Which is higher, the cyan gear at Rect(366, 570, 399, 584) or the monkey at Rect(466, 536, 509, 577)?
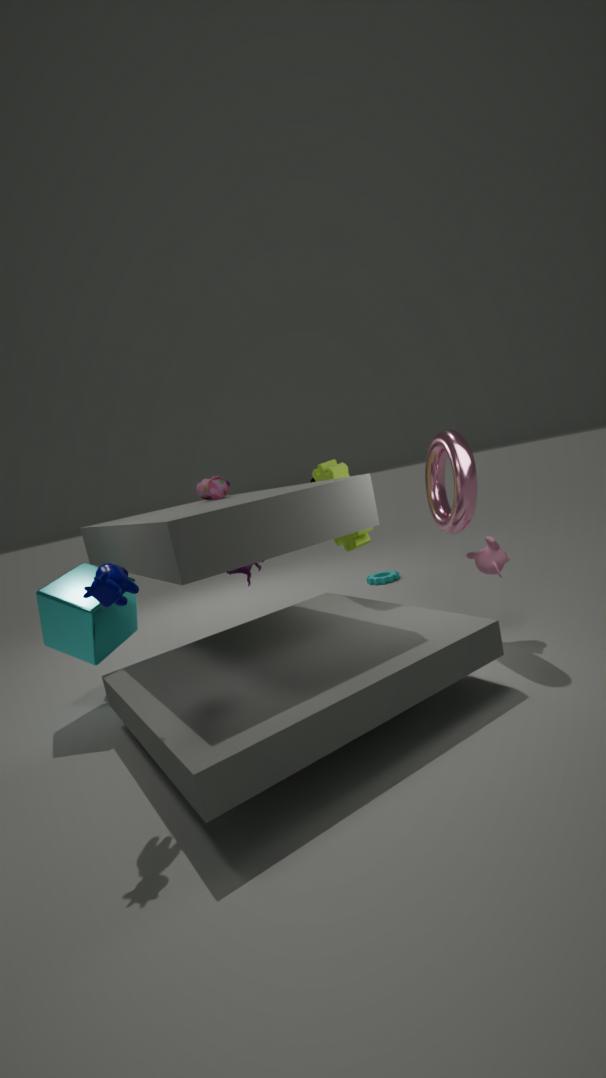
the monkey at Rect(466, 536, 509, 577)
